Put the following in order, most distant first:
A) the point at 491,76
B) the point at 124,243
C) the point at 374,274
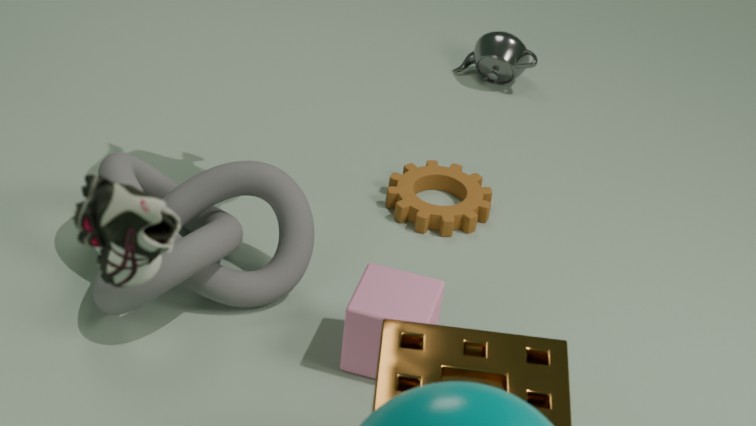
the point at 491,76 → the point at 374,274 → the point at 124,243
